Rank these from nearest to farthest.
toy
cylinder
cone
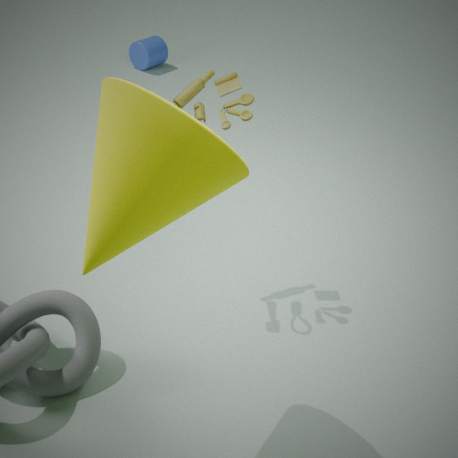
cone
toy
cylinder
